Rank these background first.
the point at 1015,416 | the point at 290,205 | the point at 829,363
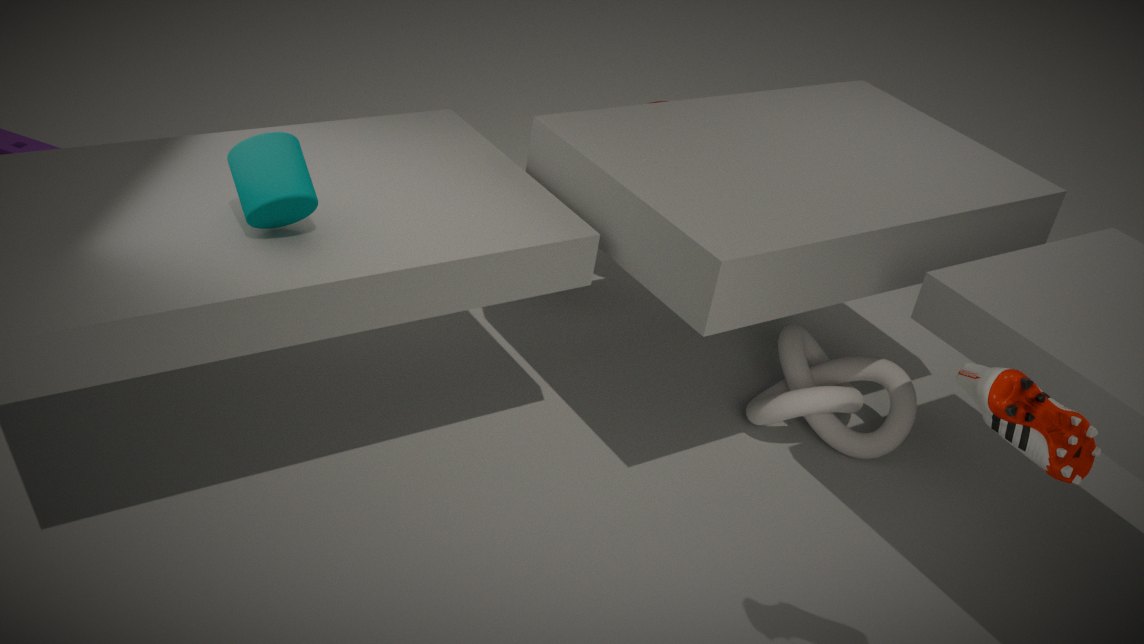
the point at 829,363
the point at 290,205
the point at 1015,416
